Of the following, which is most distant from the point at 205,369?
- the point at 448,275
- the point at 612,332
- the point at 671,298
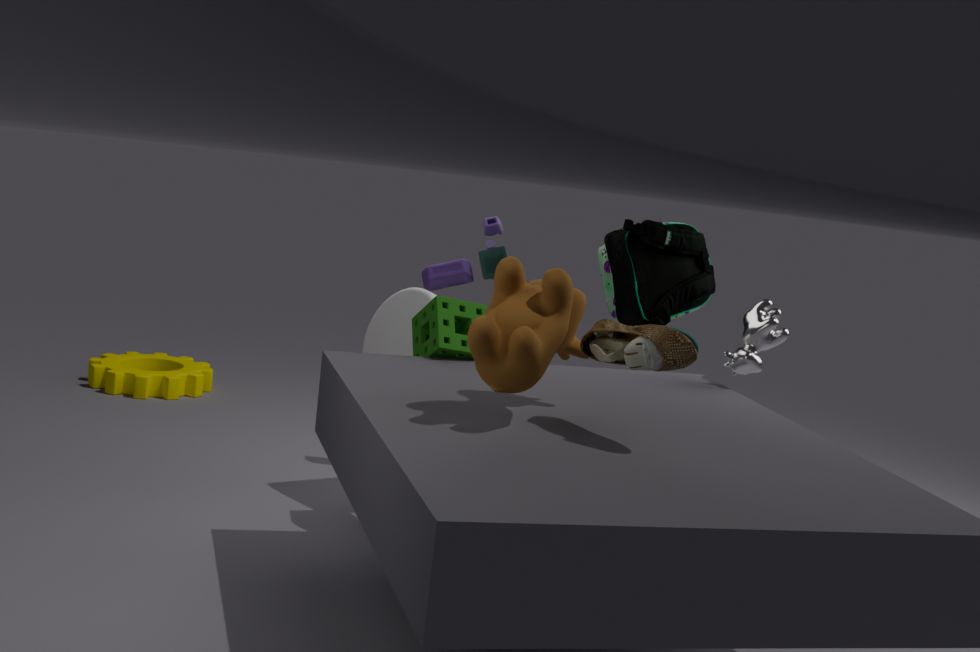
the point at 612,332
